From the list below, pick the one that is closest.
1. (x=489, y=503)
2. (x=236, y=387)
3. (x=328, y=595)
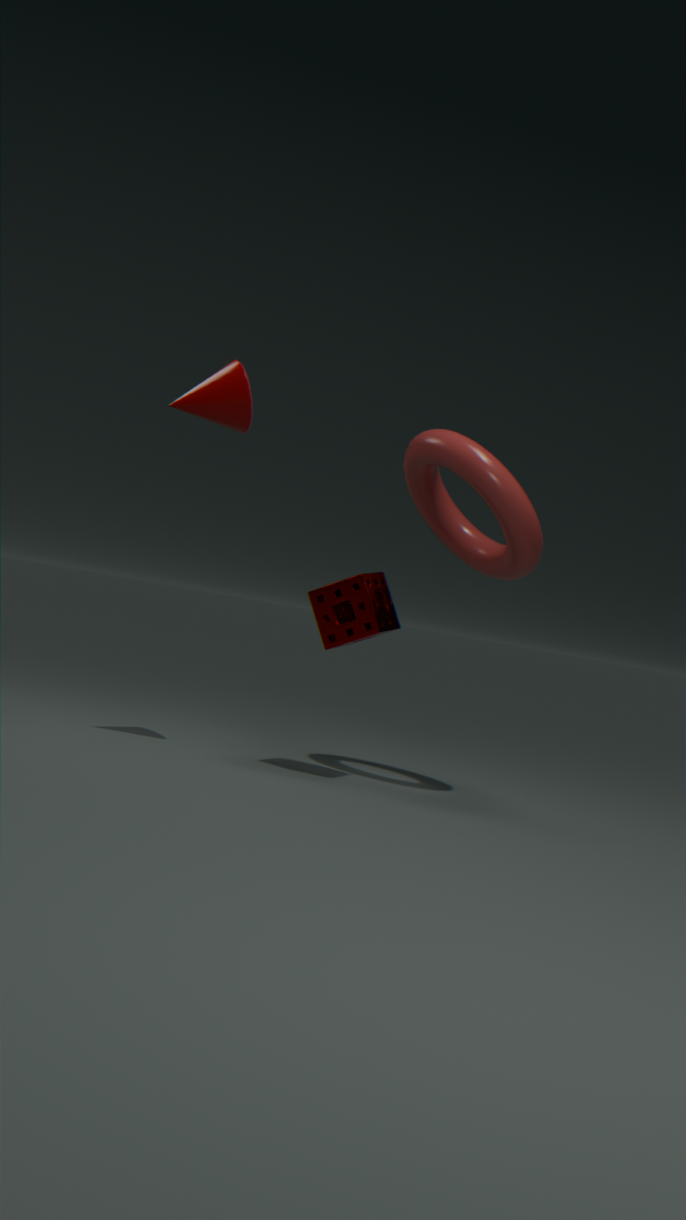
(x=489, y=503)
